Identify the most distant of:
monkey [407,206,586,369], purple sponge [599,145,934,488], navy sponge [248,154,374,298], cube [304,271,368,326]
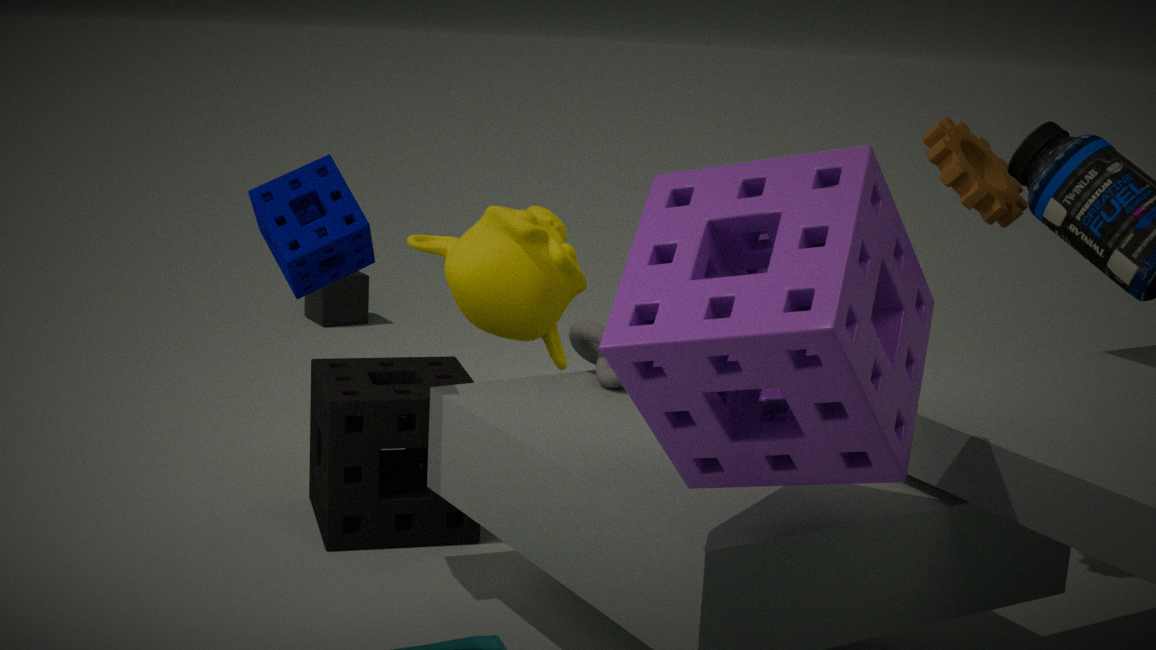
cube [304,271,368,326]
